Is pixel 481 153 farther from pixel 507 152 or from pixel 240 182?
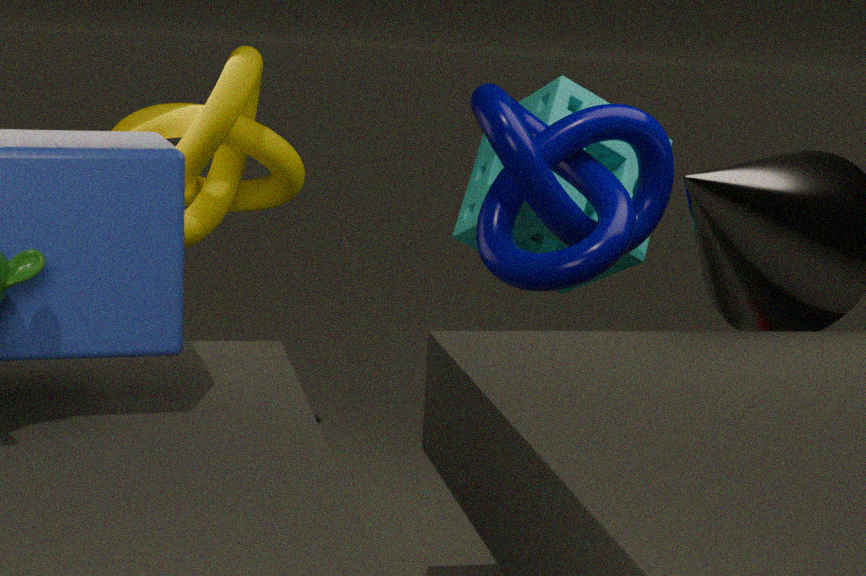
pixel 240 182
